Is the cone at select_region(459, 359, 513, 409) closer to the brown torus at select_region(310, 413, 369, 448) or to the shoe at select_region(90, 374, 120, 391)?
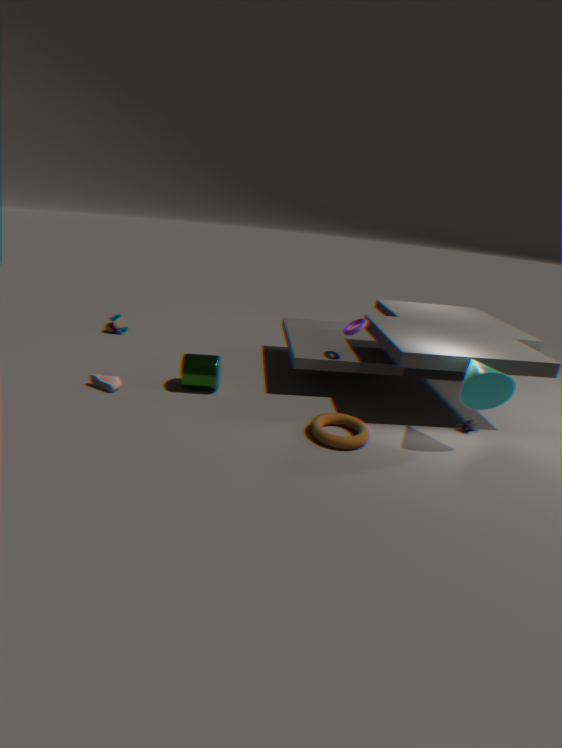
the brown torus at select_region(310, 413, 369, 448)
